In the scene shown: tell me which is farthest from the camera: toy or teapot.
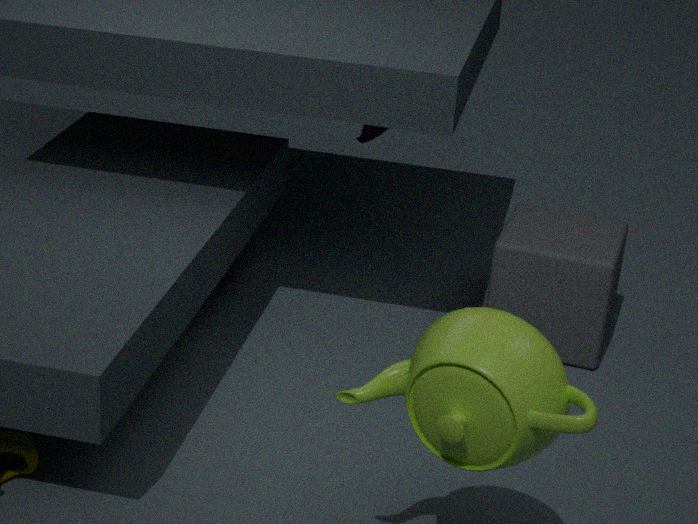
toy
